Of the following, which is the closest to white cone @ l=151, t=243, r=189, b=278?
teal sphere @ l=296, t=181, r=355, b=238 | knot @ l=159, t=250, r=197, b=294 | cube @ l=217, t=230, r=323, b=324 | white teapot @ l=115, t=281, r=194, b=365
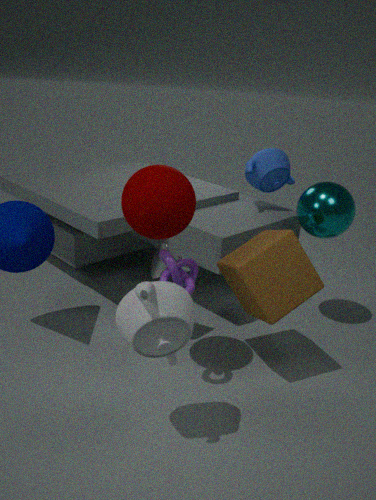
cube @ l=217, t=230, r=323, b=324
